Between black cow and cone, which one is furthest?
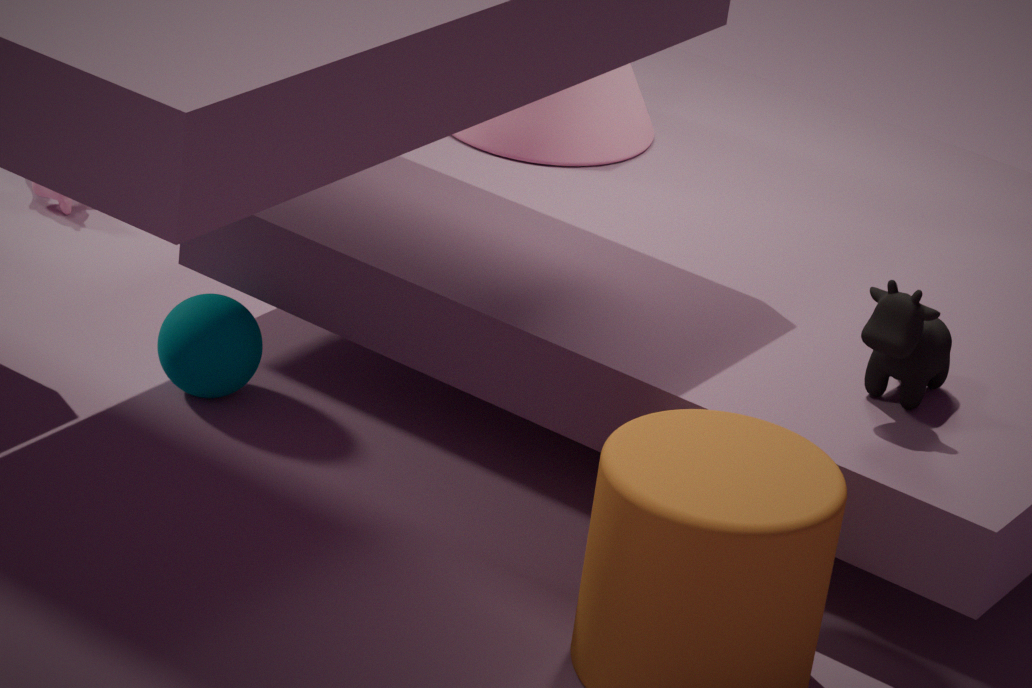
cone
